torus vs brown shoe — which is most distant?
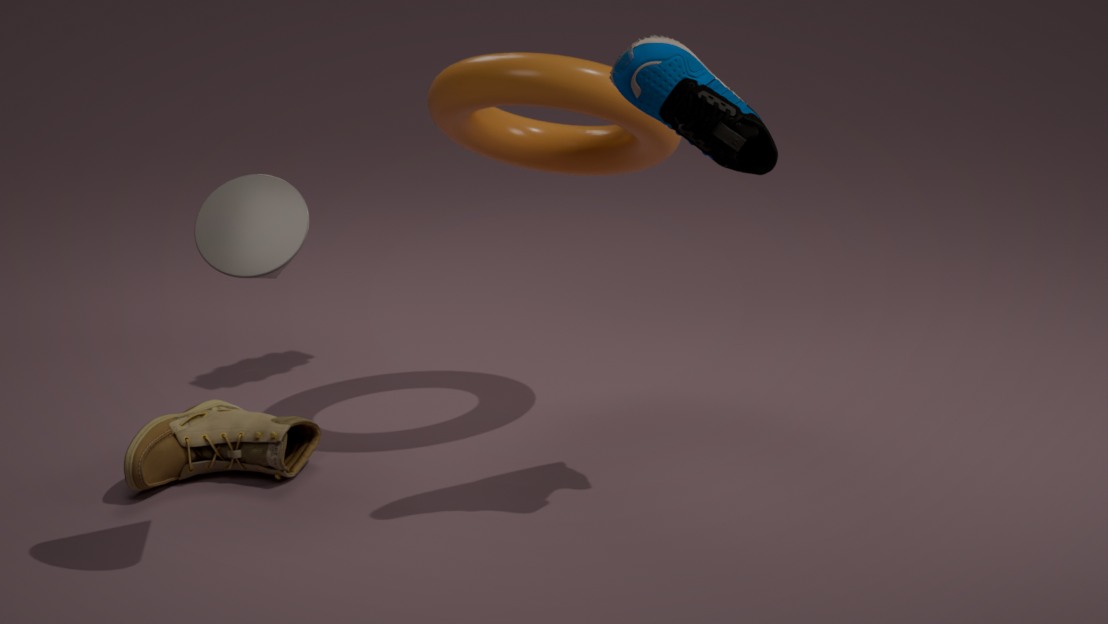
brown shoe
